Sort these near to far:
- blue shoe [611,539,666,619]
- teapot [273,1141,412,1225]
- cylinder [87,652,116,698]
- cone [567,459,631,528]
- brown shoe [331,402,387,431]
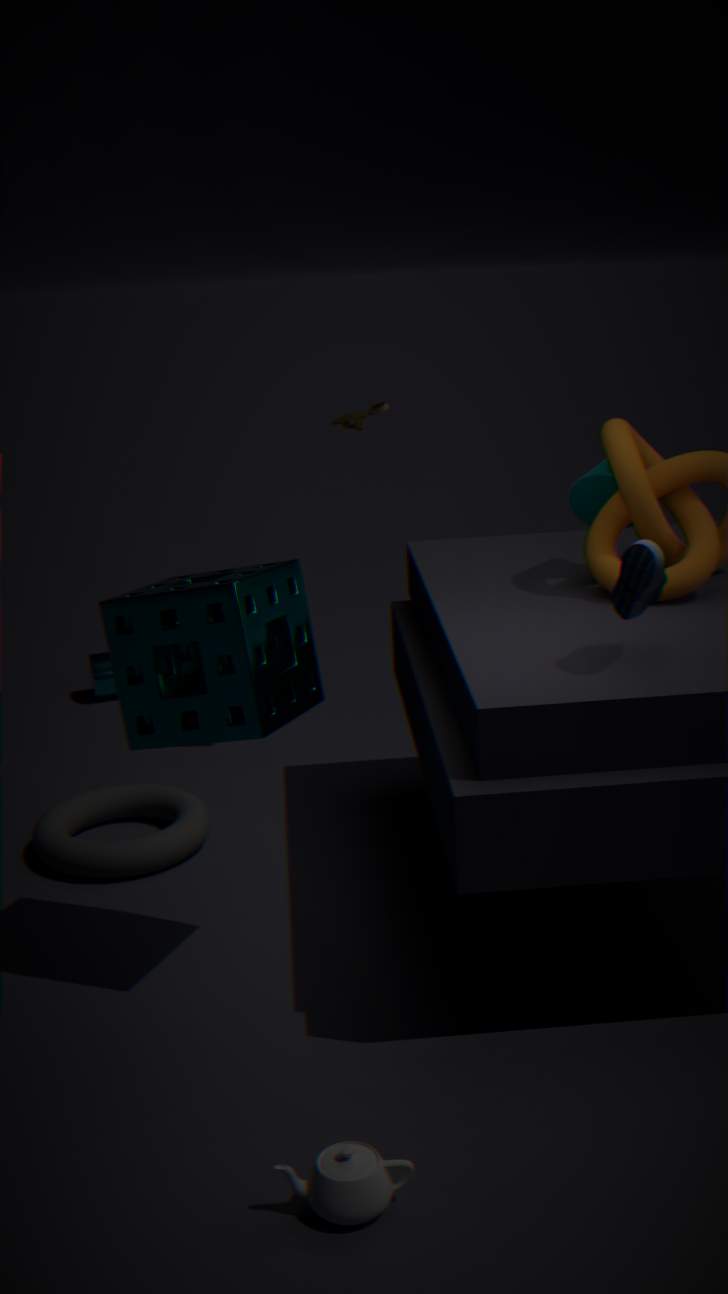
teapot [273,1141,412,1225] < blue shoe [611,539,666,619] < cone [567,459,631,528] < brown shoe [331,402,387,431] < cylinder [87,652,116,698]
